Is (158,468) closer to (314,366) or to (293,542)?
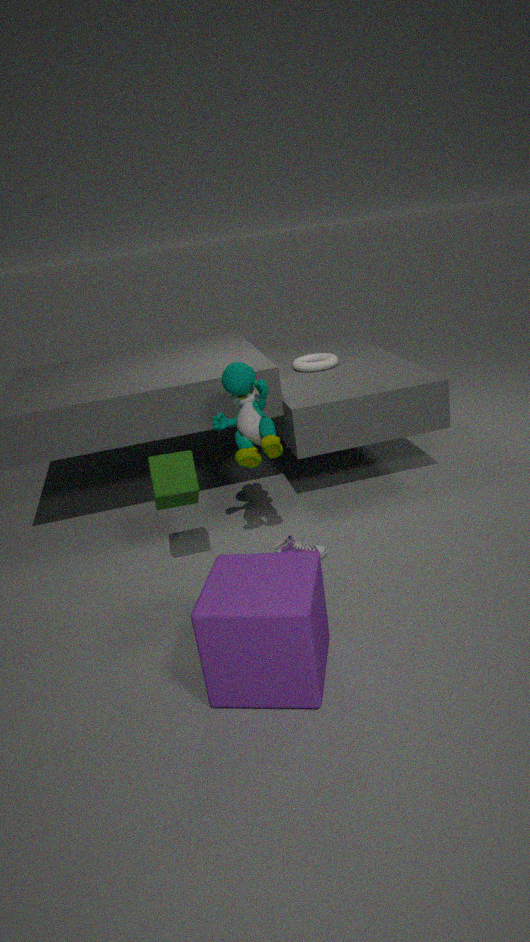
(293,542)
